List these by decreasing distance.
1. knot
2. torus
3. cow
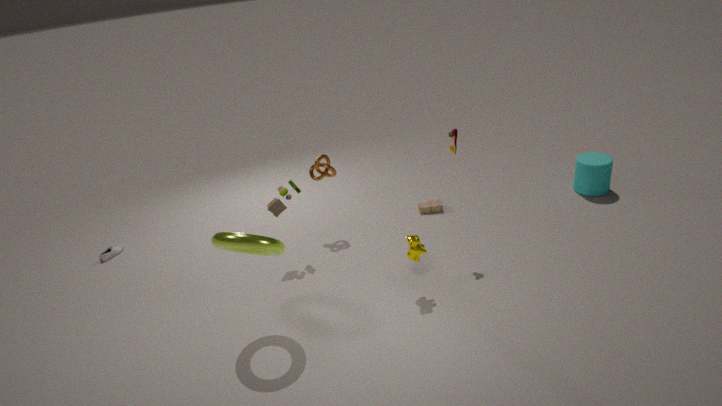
knot → cow → torus
